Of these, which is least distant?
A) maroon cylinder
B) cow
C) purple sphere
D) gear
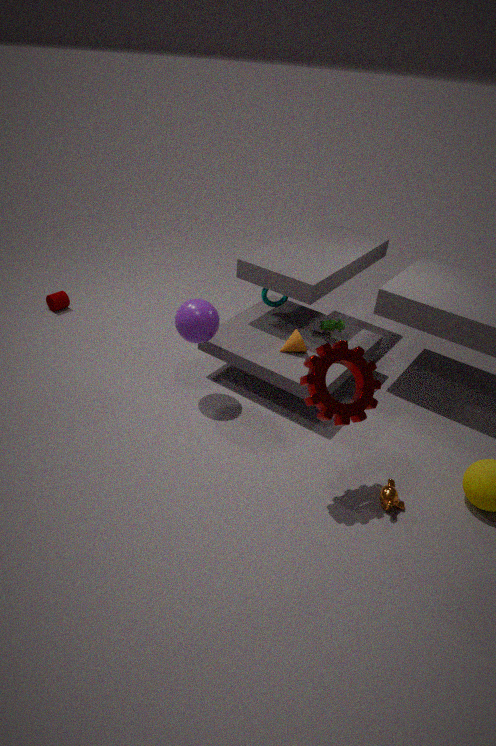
gear
